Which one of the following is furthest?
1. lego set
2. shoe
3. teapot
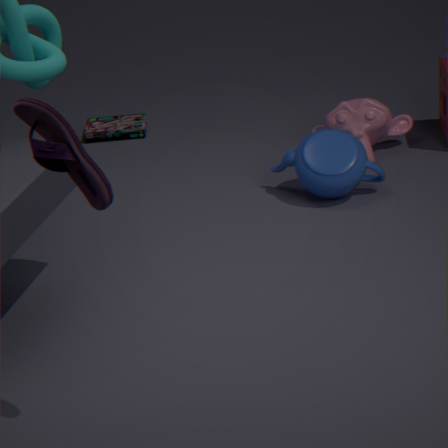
lego set
